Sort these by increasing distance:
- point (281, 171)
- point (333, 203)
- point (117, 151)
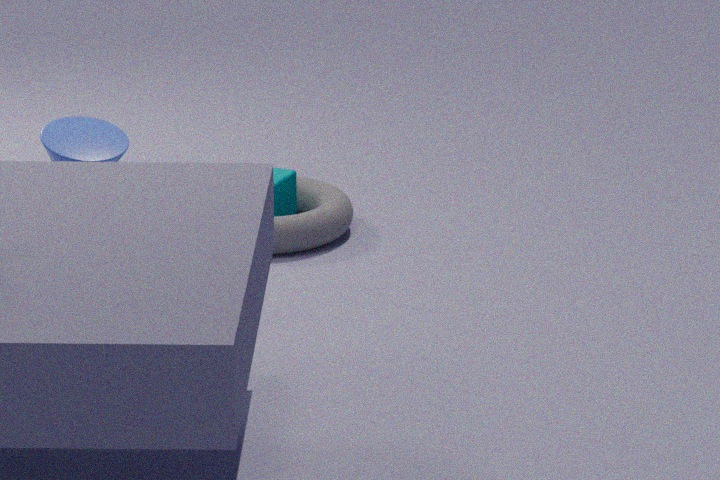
point (117, 151) → point (333, 203) → point (281, 171)
